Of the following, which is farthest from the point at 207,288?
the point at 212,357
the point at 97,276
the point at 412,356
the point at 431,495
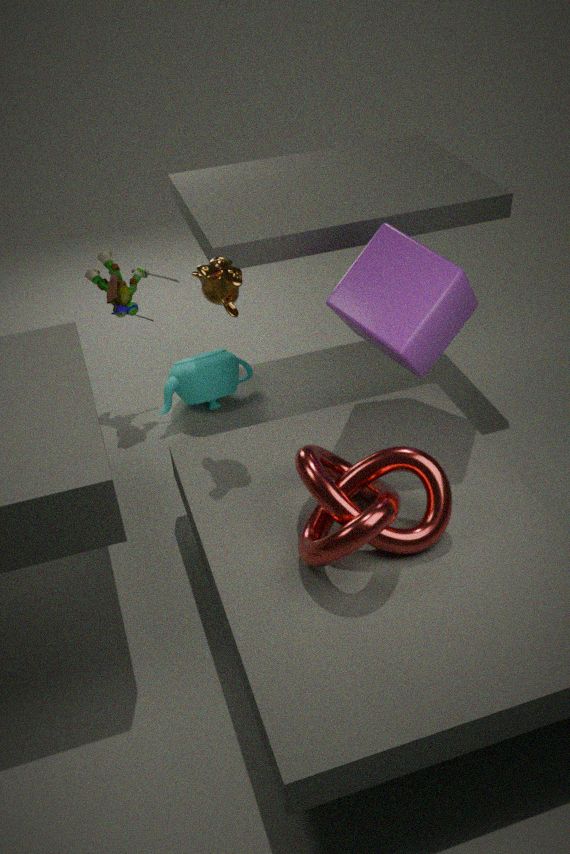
the point at 212,357
